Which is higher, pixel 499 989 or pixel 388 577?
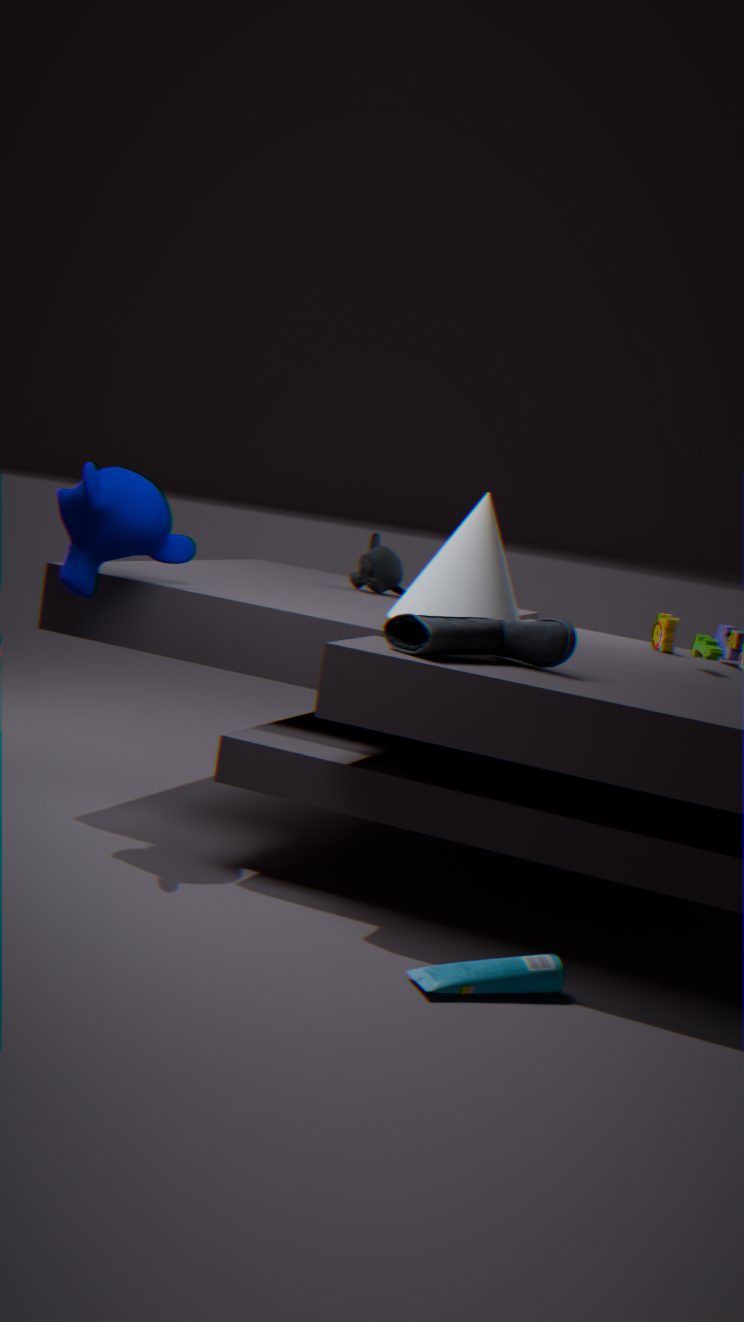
pixel 388 577
